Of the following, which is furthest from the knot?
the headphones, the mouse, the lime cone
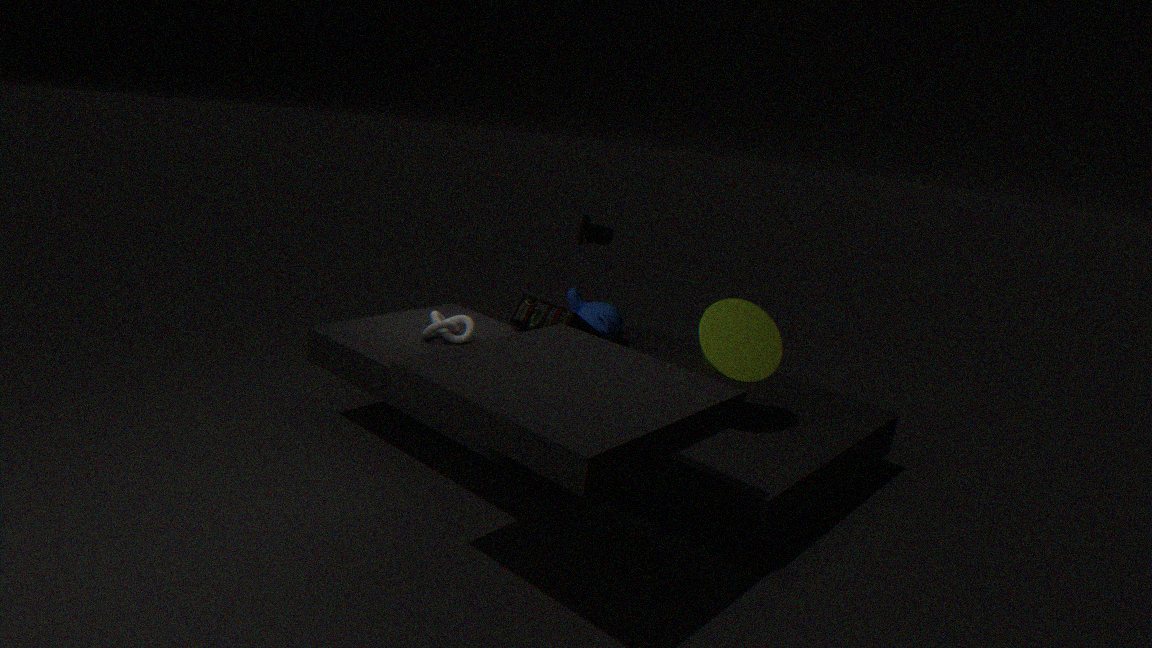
the lime cone
